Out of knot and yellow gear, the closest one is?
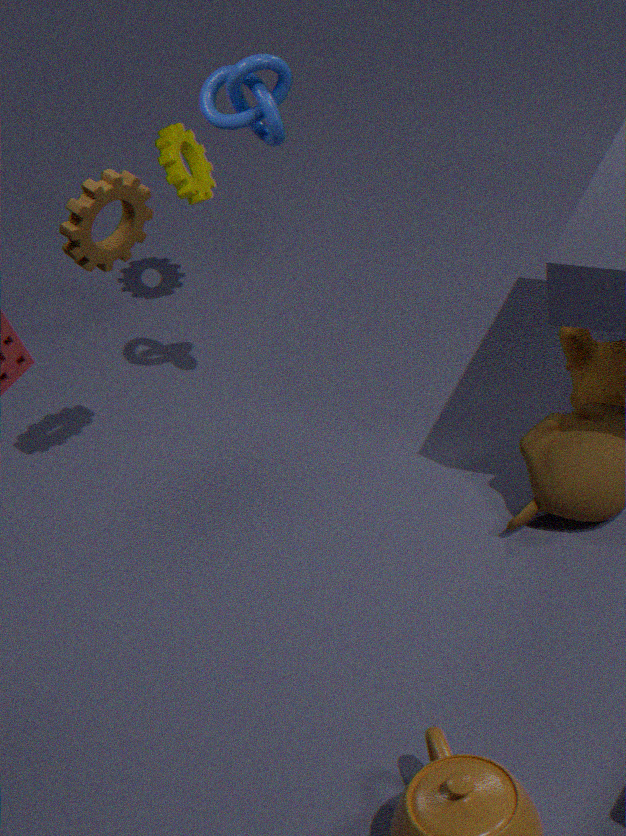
knot
